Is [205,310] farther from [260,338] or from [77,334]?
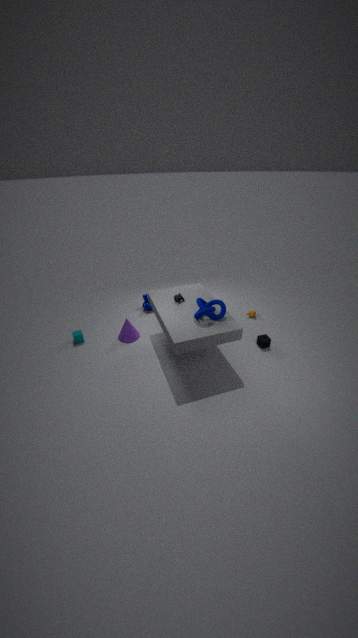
[77,334]
